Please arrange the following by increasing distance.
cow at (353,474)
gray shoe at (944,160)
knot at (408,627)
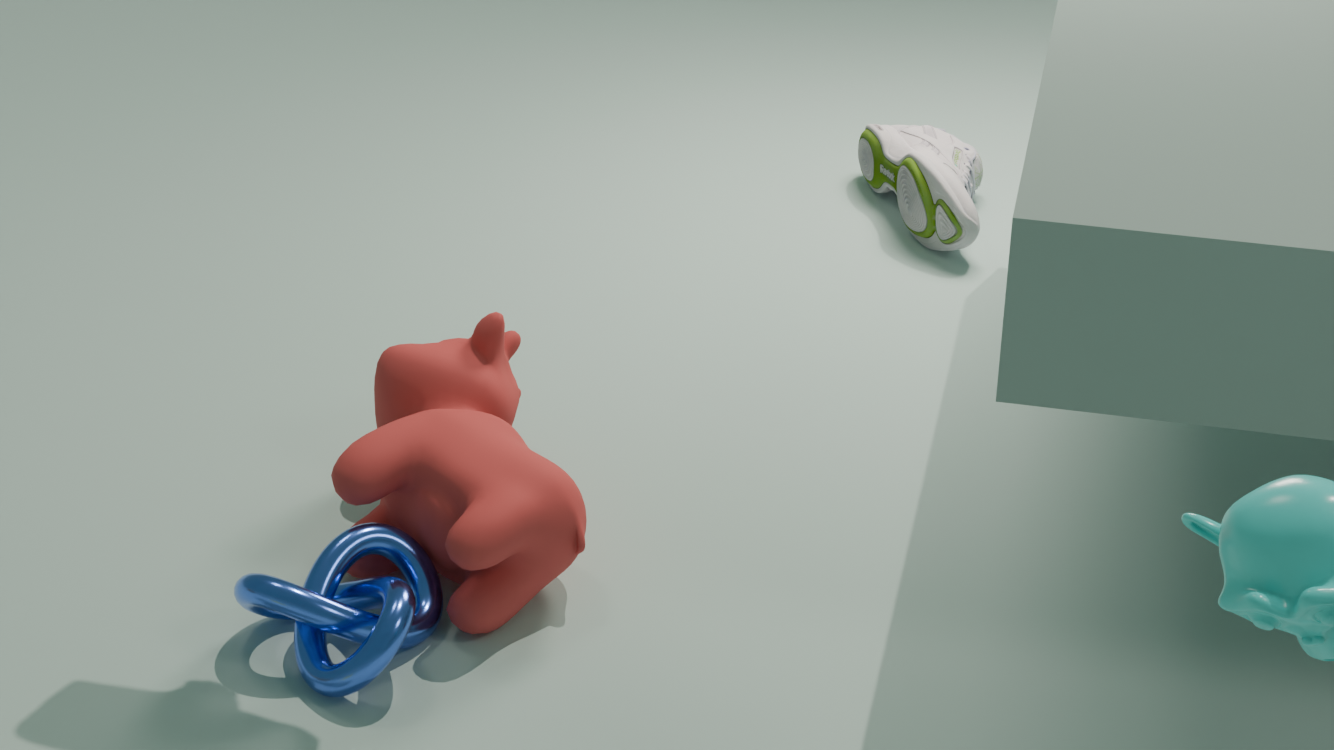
knot at (408,627) → cow at (353,474) → gray shoe at (944,160)
